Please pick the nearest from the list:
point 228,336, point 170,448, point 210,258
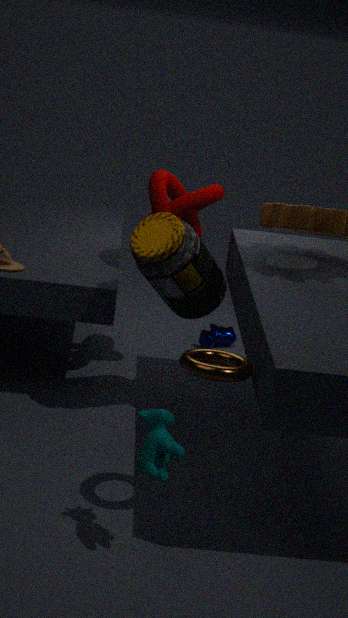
point 170,448
